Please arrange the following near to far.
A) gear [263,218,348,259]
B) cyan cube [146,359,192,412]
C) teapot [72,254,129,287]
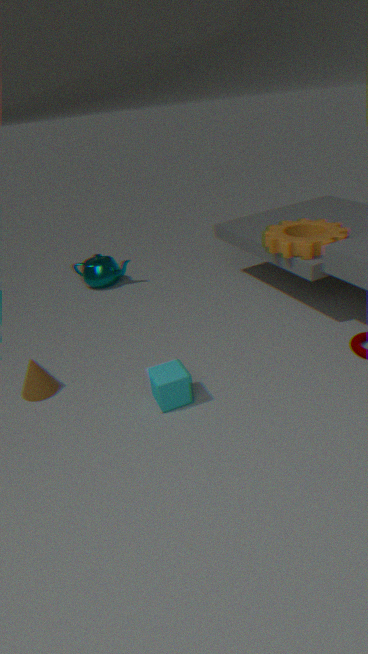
cyan cube [146,359,192,412], gear [263,218,348,259], teapot [72,254,129,287]
